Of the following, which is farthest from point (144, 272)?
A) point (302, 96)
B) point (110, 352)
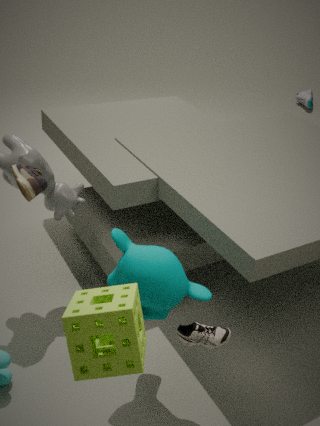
point (302, 96)
